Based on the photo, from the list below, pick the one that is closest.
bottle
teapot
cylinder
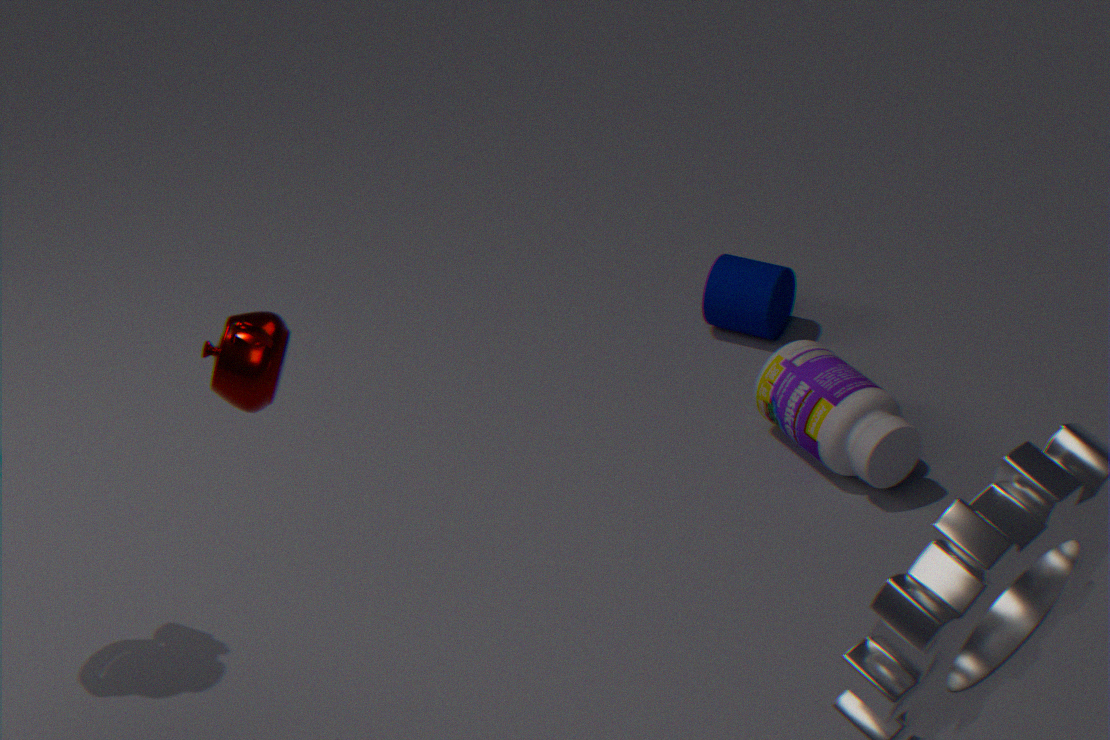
teapot
